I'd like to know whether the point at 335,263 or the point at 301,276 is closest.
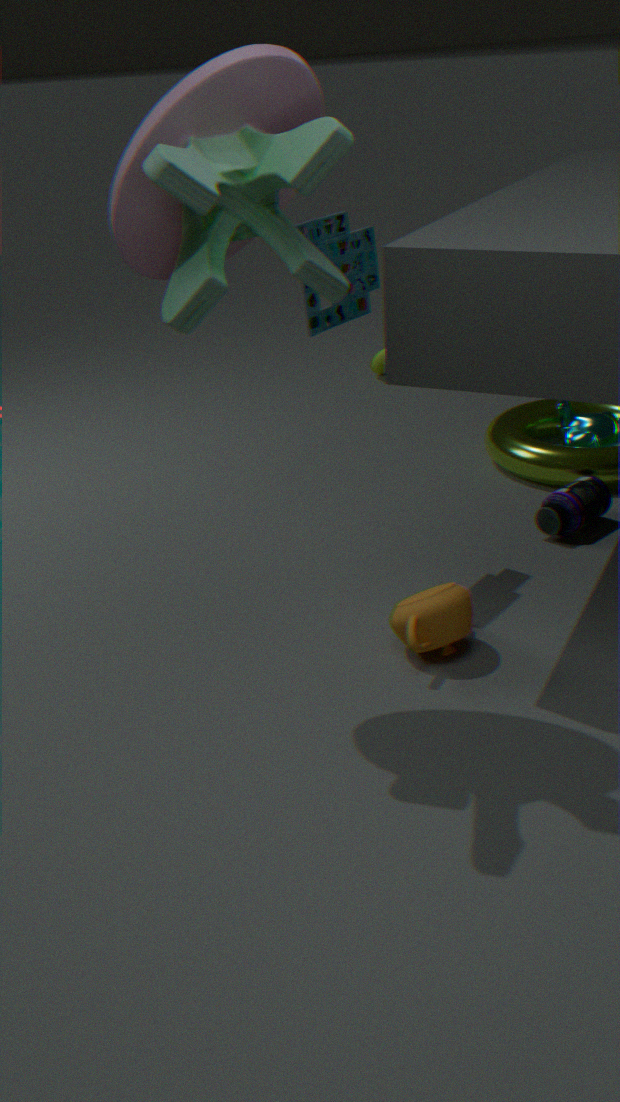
the point at 301,276
